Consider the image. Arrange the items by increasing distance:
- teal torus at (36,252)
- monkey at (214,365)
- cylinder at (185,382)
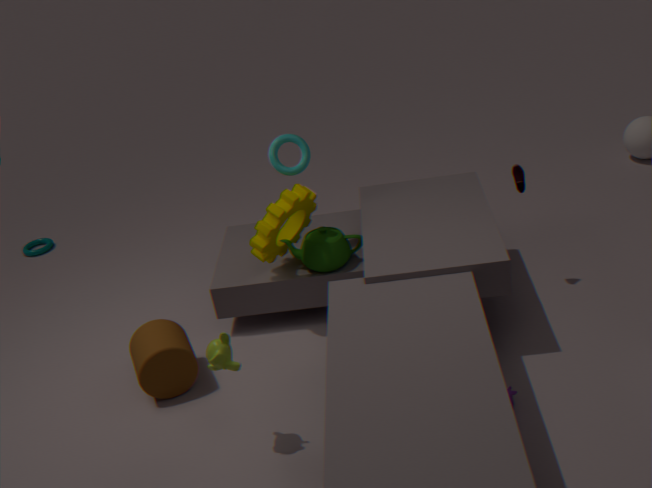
monkey at (214,365) < cylinder at (185,382) < teal torus at (36,252)
